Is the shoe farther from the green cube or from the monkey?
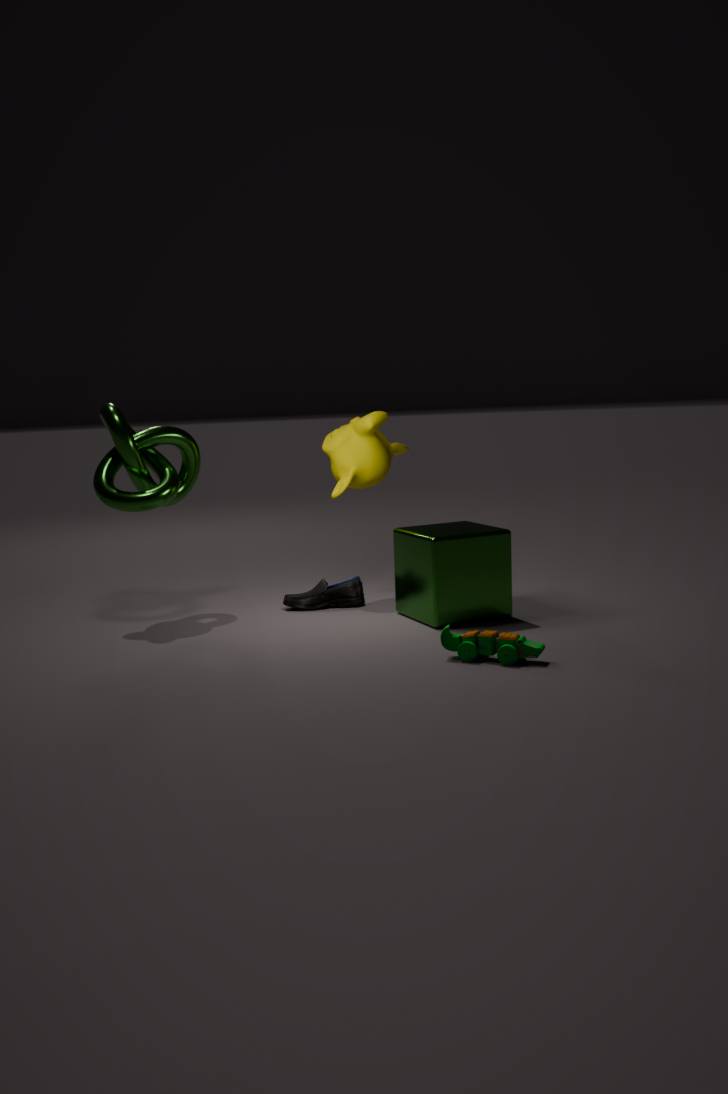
the monkey
